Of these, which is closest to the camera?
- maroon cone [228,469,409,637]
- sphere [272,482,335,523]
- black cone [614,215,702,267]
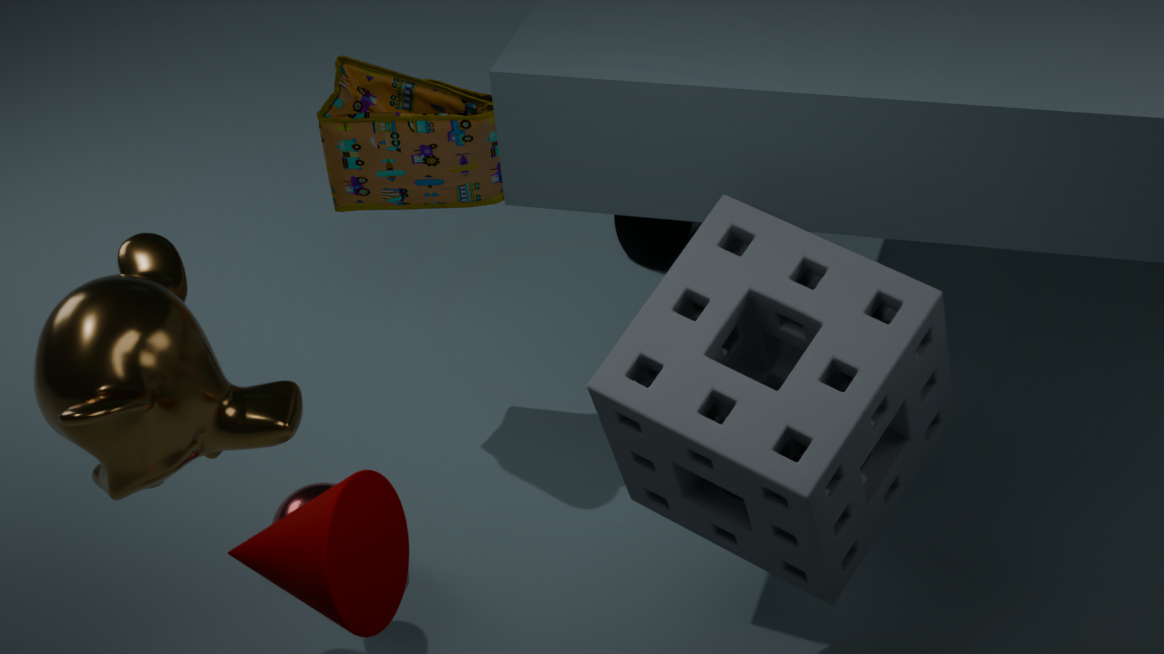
maroon cone [228,469,409,637]
